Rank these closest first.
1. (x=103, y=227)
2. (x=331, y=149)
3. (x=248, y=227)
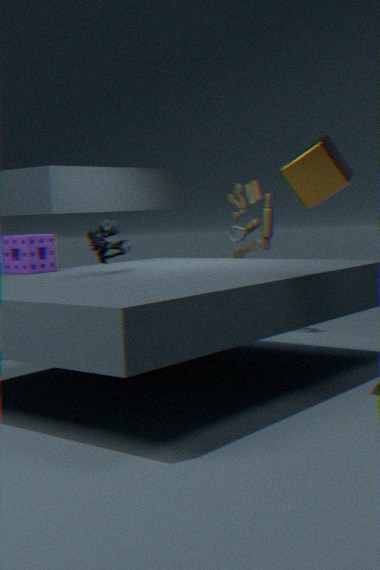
1. (x=331, y=149)
2. (x=103, y=227)
3. (x=248, y=227)
